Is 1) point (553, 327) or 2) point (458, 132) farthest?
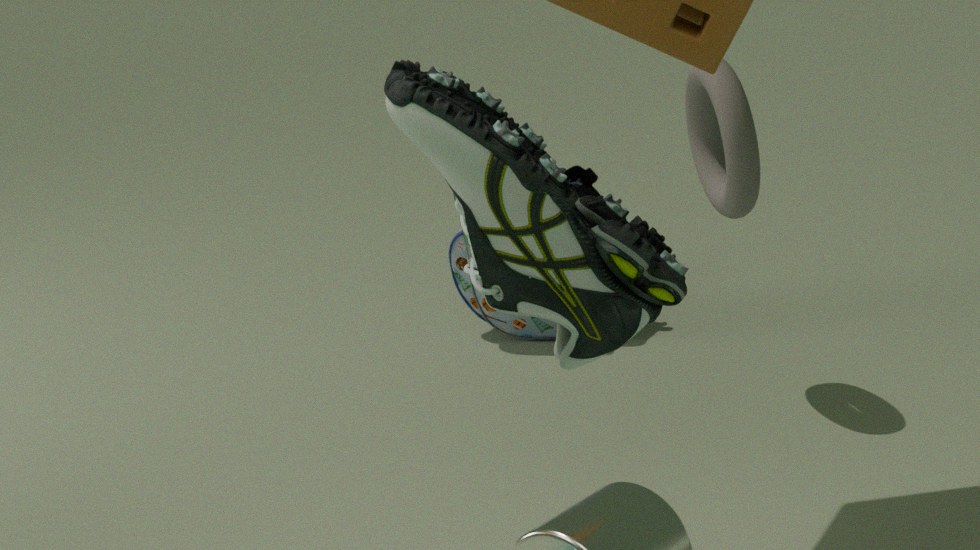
1. point (553, 327)
